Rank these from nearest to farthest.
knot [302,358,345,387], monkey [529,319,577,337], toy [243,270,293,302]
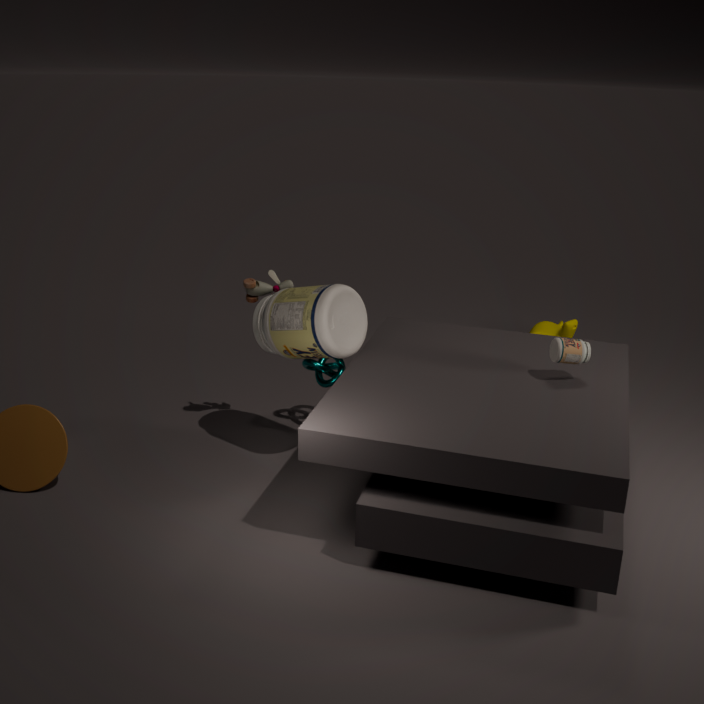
1. toy [243,270,293,302]
2. knot [302,358,345,387]
3. monkey [529,319,577,337]
